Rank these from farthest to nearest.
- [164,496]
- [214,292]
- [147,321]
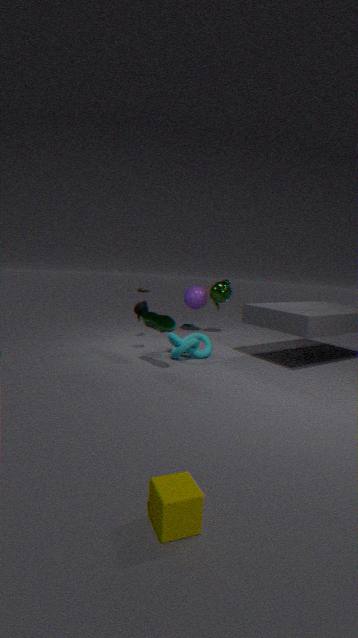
[214,292] → [147,321] → [164,496]
